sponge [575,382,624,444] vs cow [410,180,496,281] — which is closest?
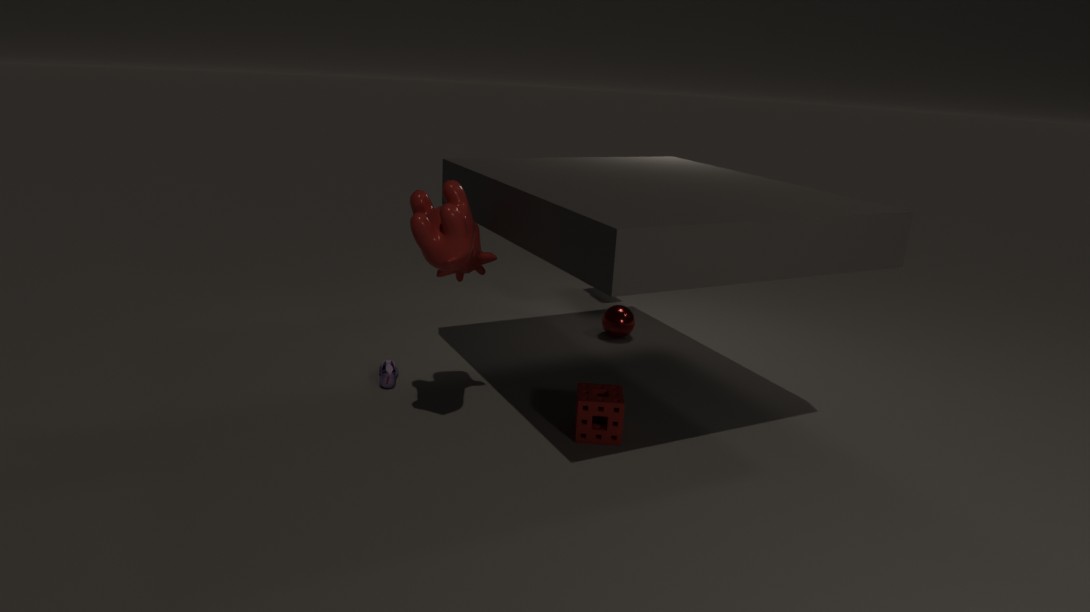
cow [410,180,496,281]
